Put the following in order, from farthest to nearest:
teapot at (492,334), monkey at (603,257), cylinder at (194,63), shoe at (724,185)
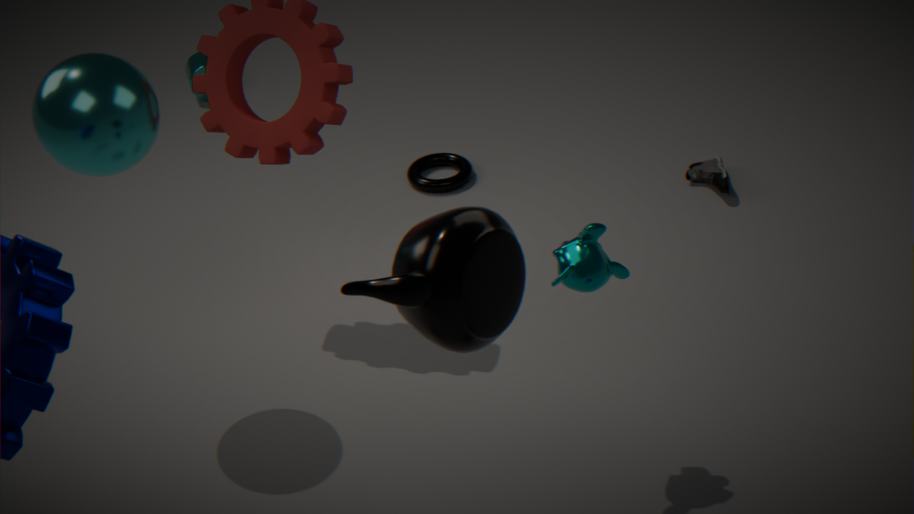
cylinder at (194,63) → shoe at (724,185) → monkey at (603,257) → teapot at (492,334)
